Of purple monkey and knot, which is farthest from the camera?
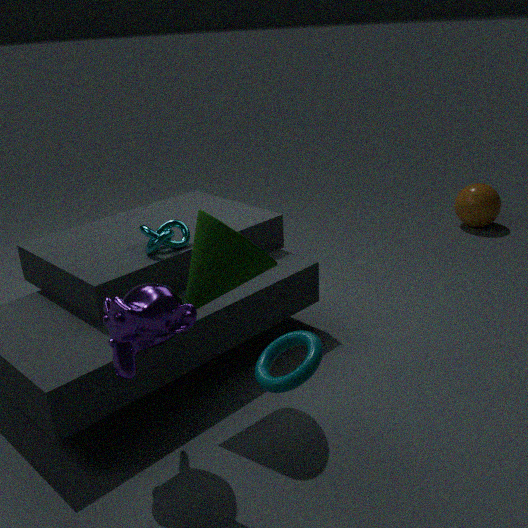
knot
